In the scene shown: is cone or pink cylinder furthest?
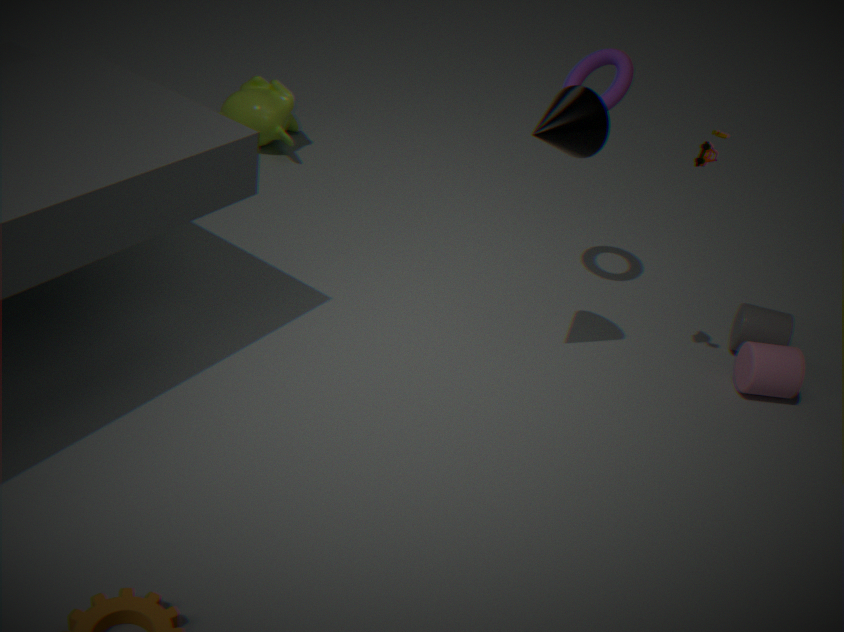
pink cylinder
